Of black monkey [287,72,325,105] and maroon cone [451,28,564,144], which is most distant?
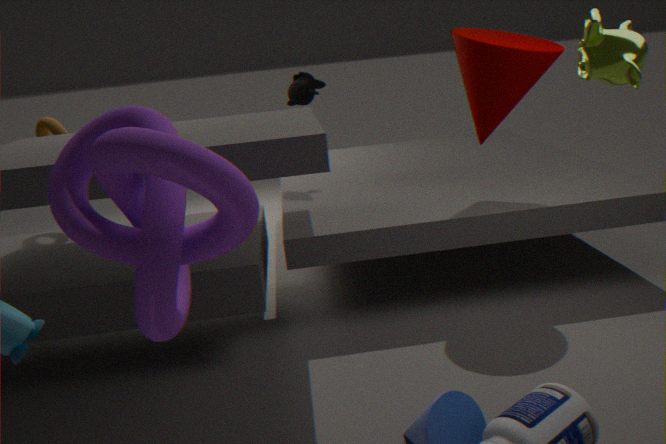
black monkey [287,72,325,105]
